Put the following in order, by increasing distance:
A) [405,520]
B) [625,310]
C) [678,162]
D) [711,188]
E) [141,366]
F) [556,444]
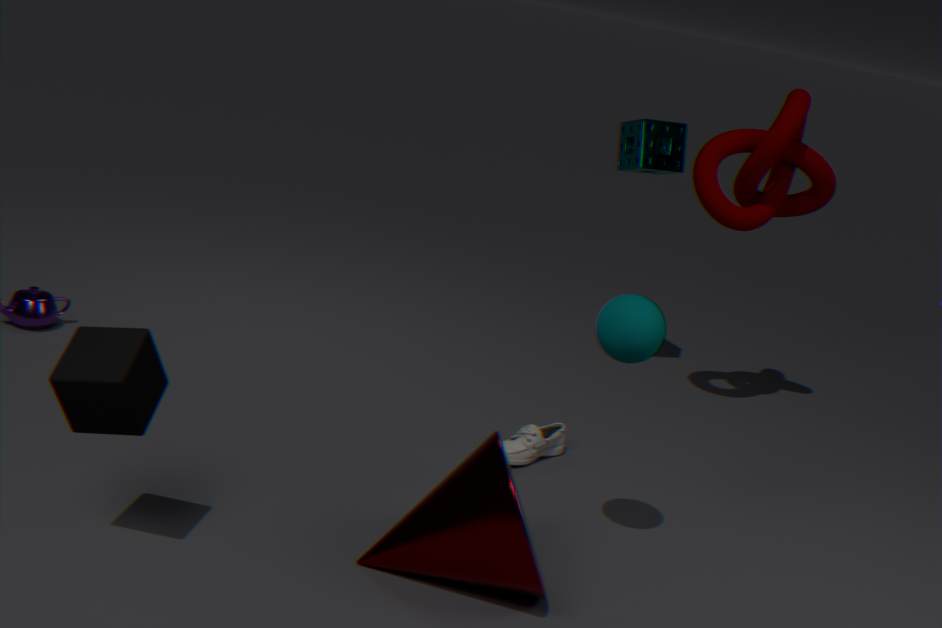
[141,366] < [405,520] < [625,310] < [556,444] < [711,188] < [678,162]
